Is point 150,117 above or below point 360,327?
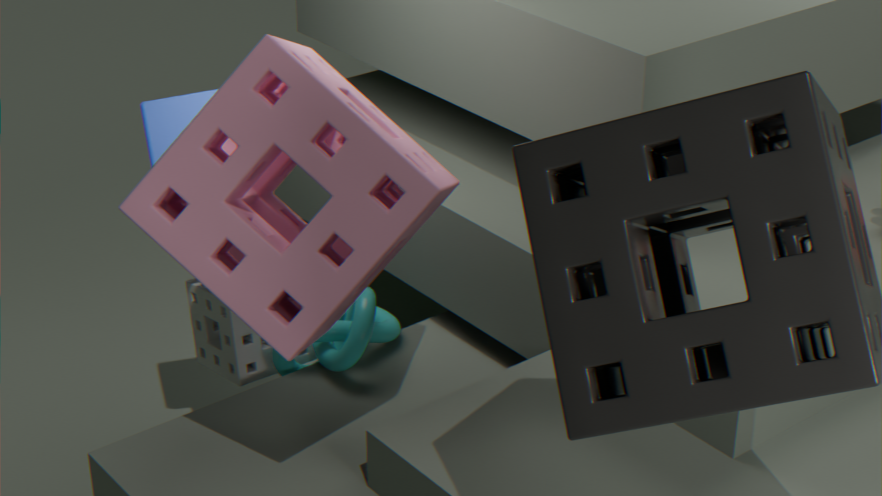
above
